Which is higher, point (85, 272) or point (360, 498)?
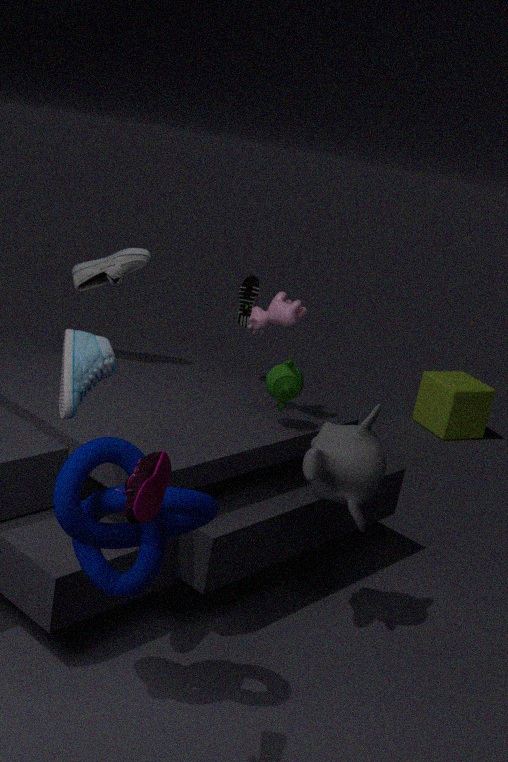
point (85, 272)
